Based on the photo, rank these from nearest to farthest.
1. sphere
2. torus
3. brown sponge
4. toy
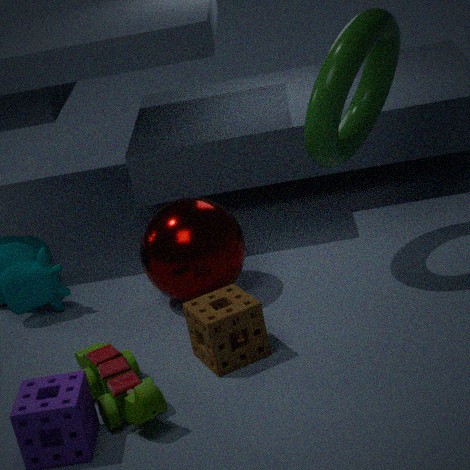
toy < brown sponge < torus < sphere
